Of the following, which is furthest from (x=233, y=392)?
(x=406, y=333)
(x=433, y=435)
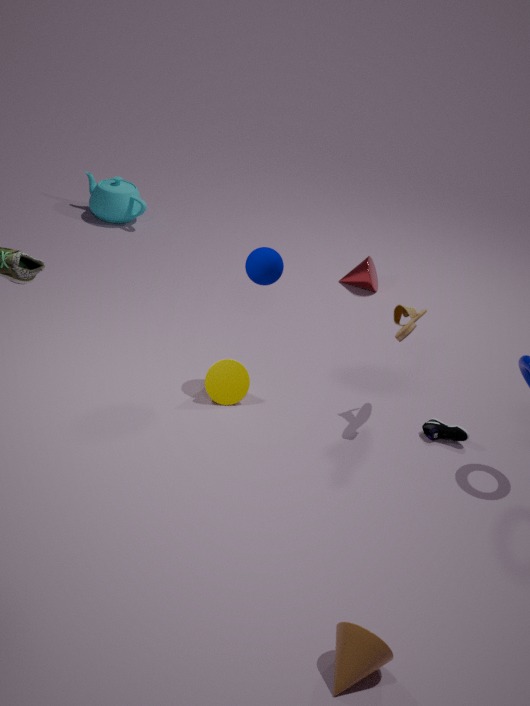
(x=433, y=435)
